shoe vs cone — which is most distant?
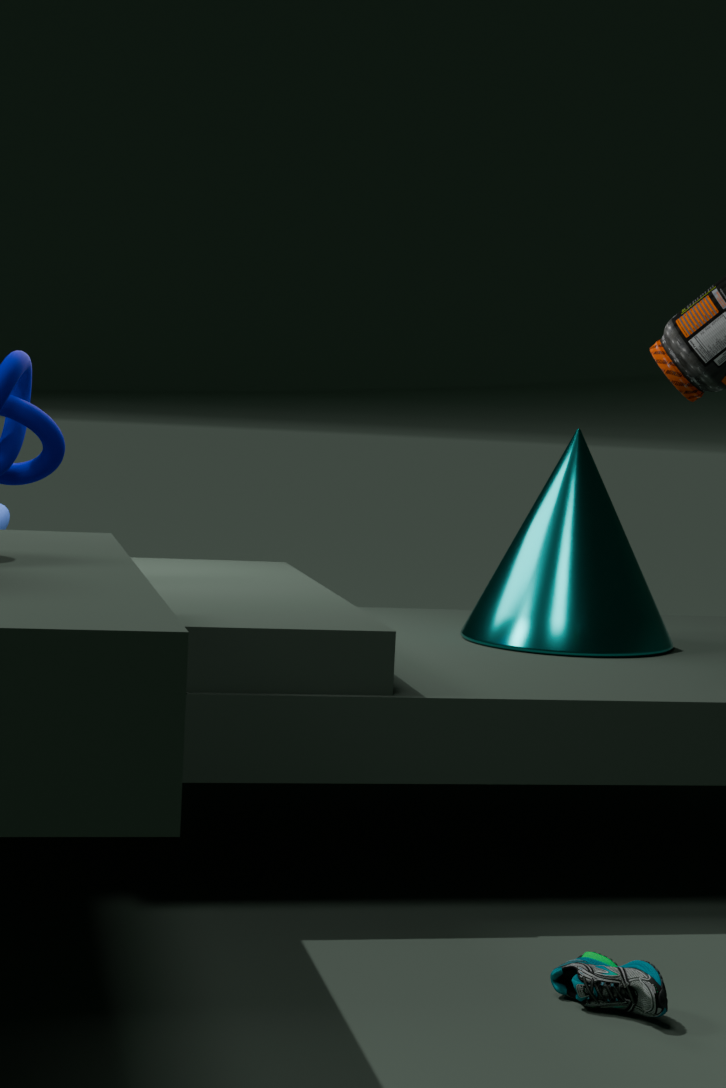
cone
